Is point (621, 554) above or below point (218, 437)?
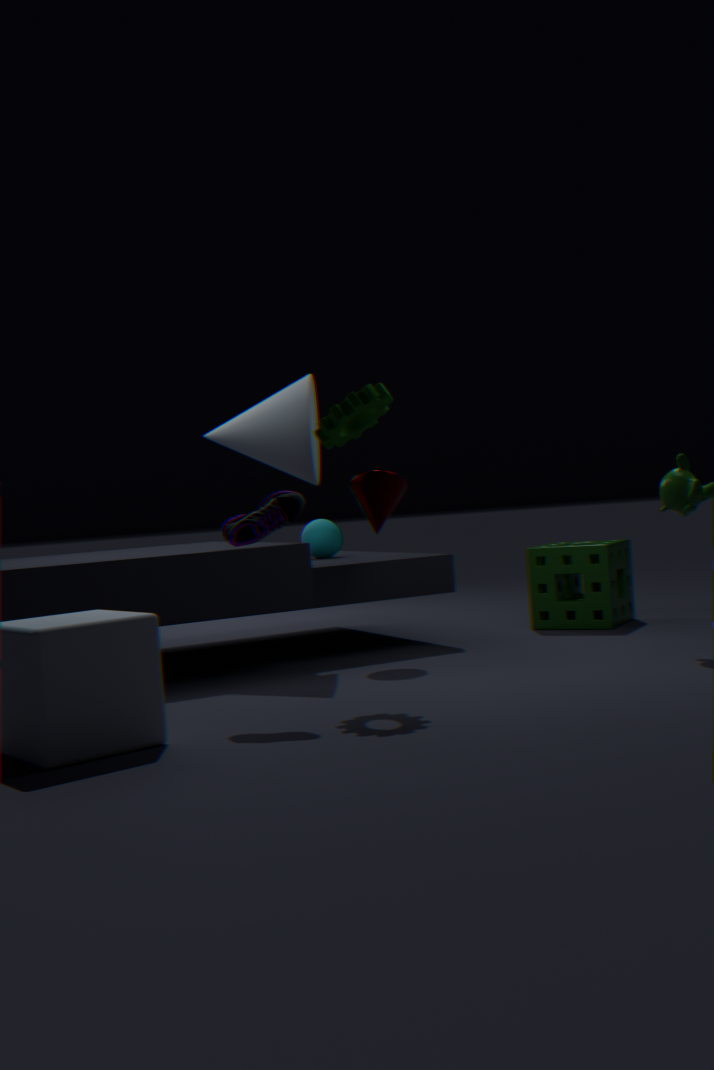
below
